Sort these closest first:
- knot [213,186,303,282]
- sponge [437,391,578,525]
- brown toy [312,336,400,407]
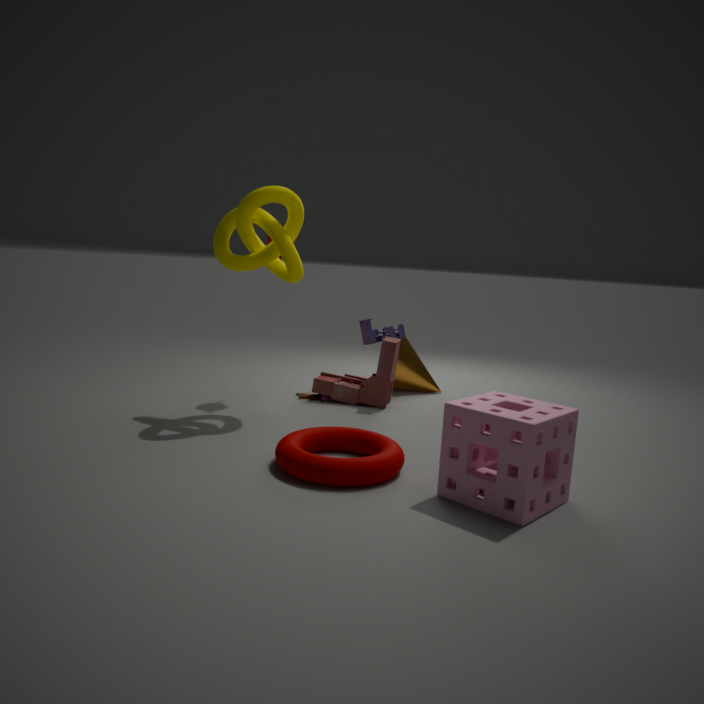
sponge [437,391,578,525] < knot [213,186,303,282] < brown toy [312,336,400,407]
